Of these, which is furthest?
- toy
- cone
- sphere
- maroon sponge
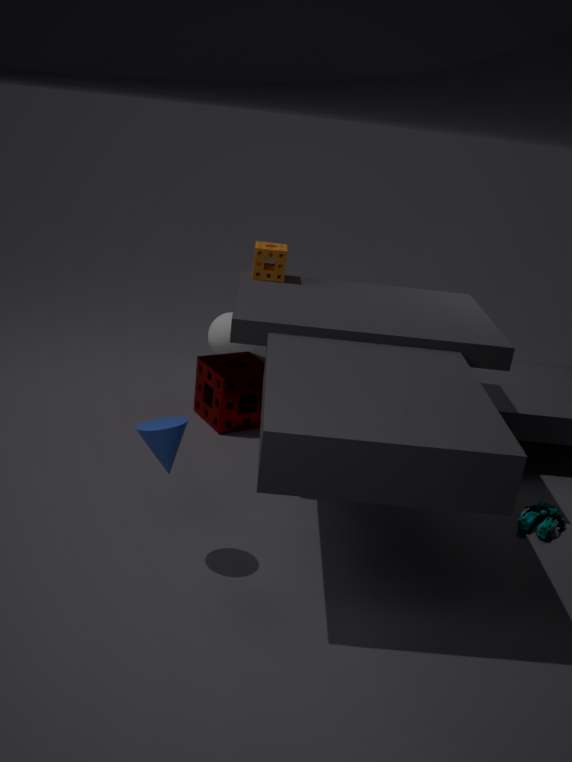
sphere
